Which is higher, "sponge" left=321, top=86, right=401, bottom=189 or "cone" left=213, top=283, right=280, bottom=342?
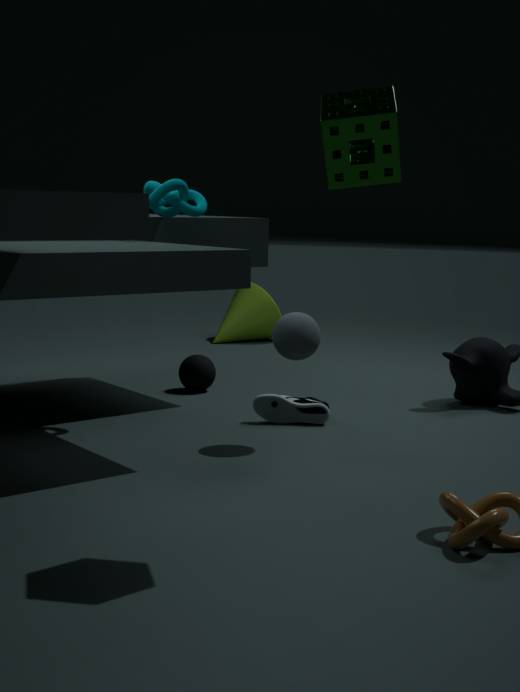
"sponge" left=321, top=86, right=401, bottom=189
